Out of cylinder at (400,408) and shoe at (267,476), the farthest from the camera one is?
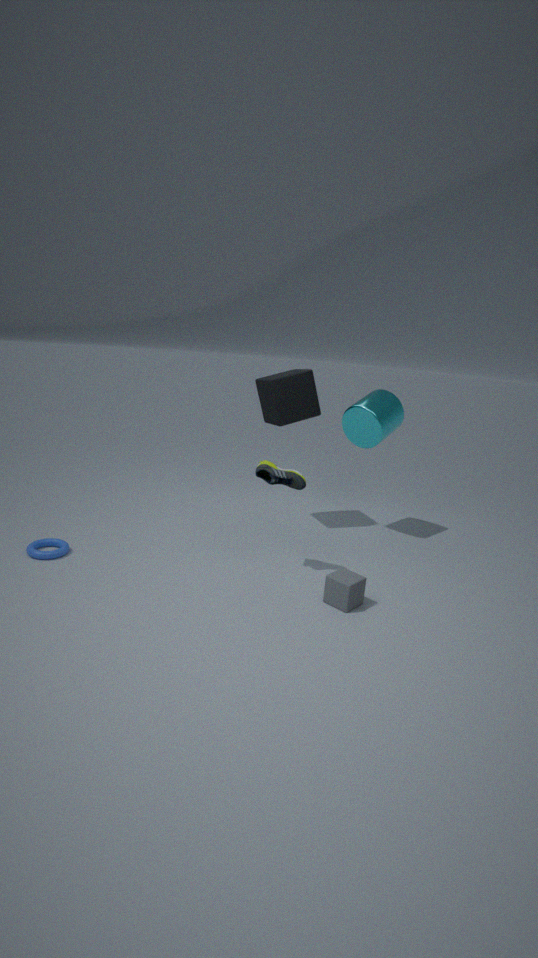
cylinder at (400,408)
